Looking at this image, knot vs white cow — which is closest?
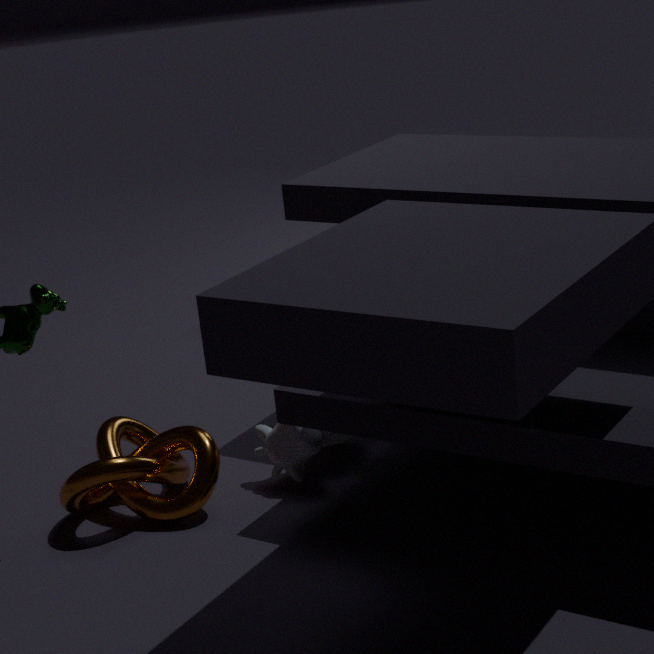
knot
